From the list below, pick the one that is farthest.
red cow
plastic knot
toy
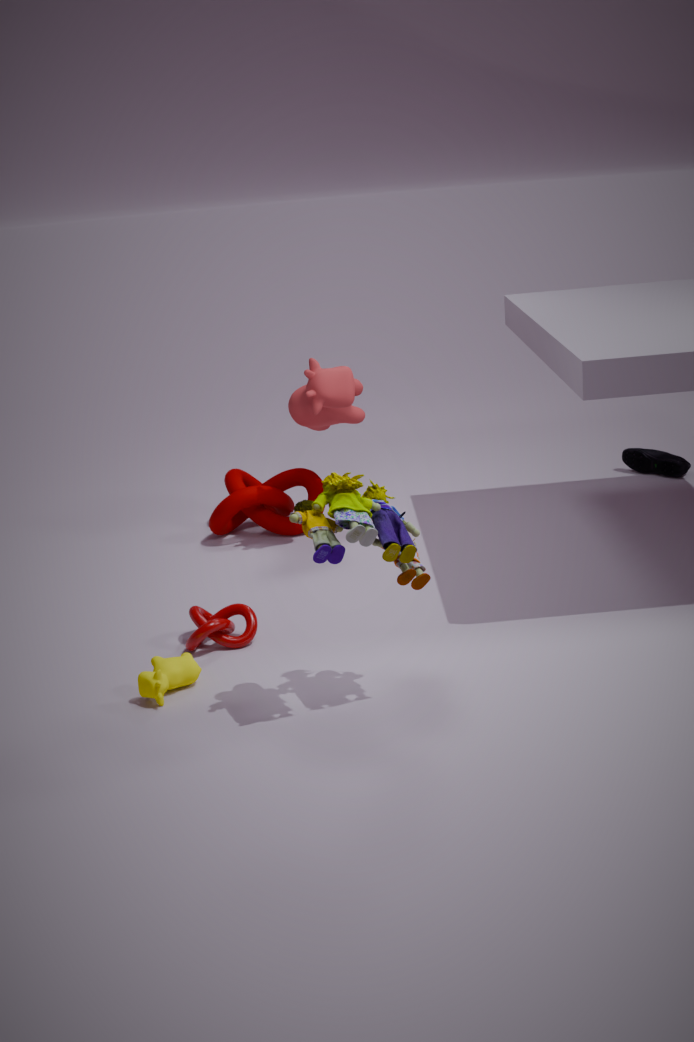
red cow
